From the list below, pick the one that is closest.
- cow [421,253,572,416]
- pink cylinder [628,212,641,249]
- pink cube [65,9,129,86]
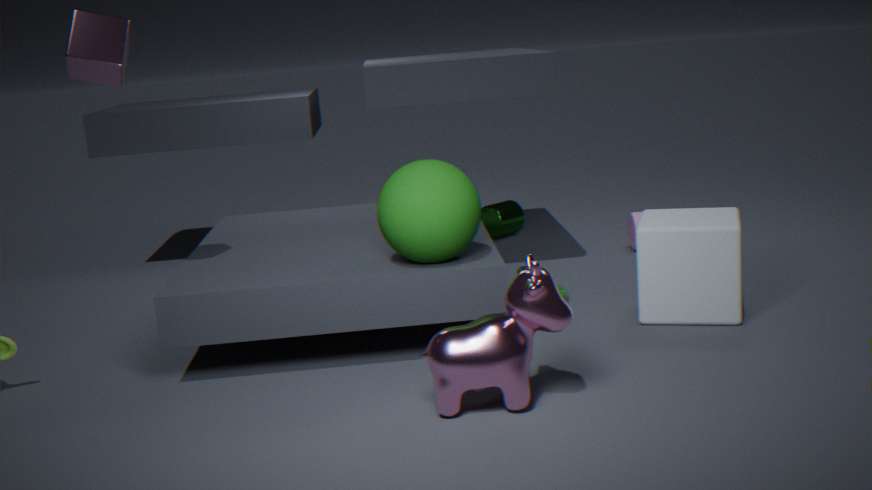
cow [421,253,572,416]
